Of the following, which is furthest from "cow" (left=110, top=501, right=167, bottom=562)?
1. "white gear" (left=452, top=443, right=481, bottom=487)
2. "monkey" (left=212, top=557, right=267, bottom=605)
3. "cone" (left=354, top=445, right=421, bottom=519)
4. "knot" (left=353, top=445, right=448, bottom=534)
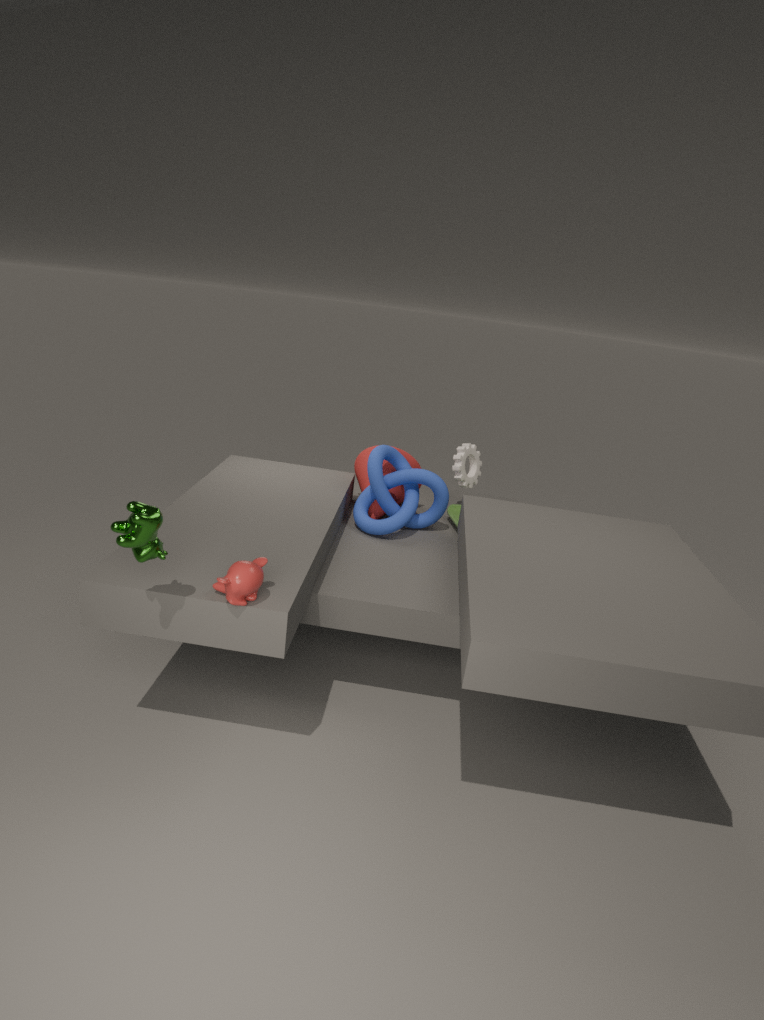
"white gear" (left=452, top=443, right=481, bottom=487)
